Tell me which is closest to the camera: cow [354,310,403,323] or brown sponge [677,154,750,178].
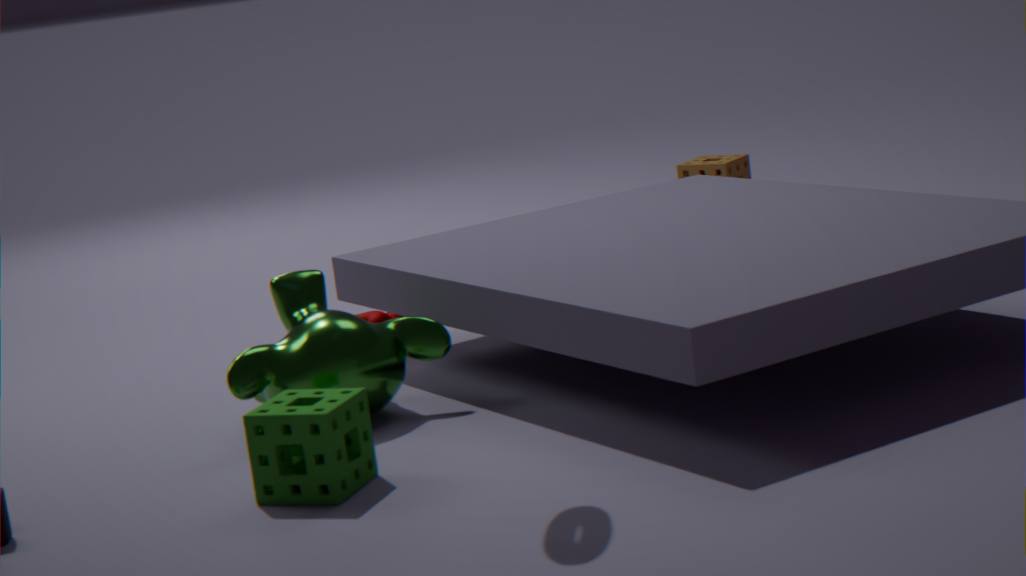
cow [354,310,403,323]
